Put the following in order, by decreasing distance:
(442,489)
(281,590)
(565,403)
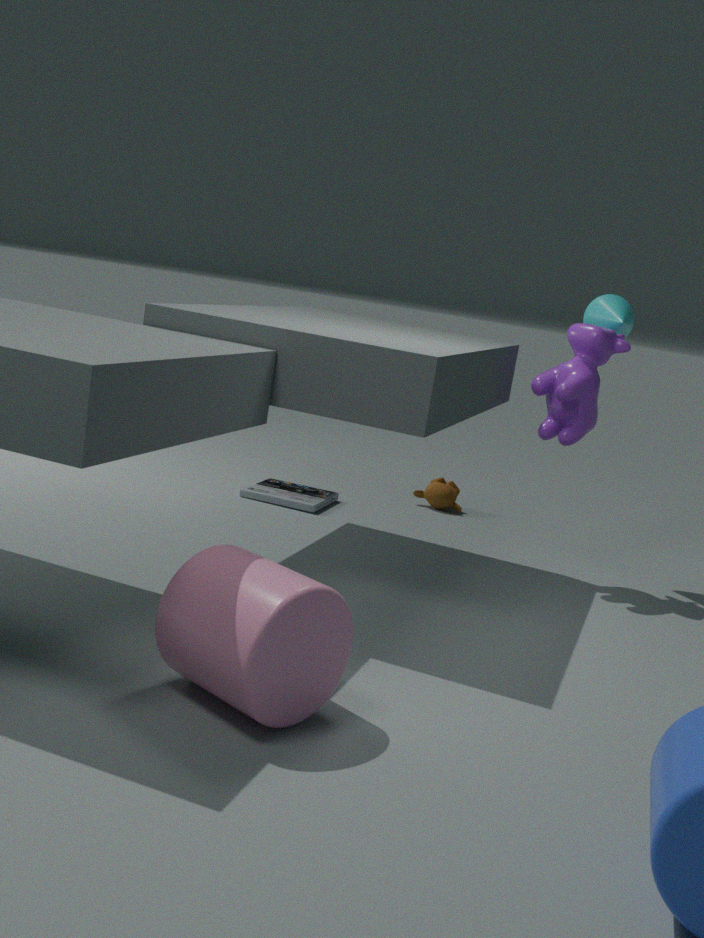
(442,489)
(565,403)
(281,590)
